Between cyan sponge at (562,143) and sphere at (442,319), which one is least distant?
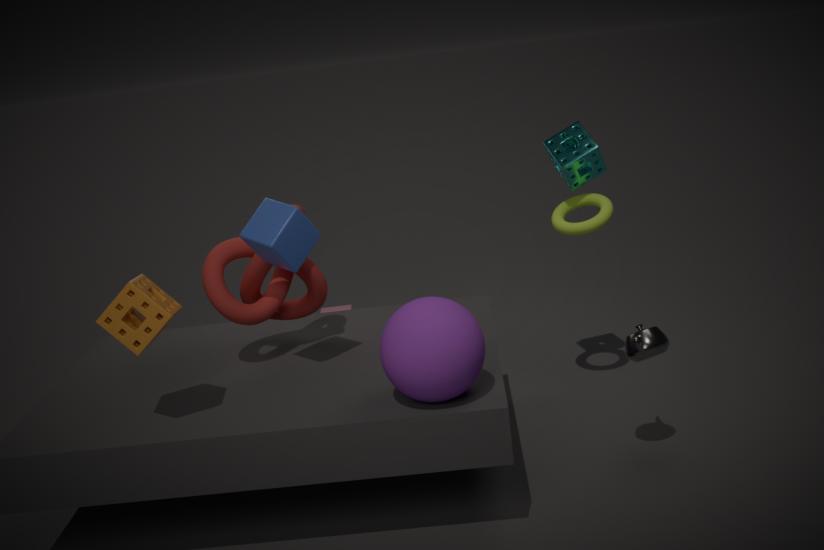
sphere at (442,319)
